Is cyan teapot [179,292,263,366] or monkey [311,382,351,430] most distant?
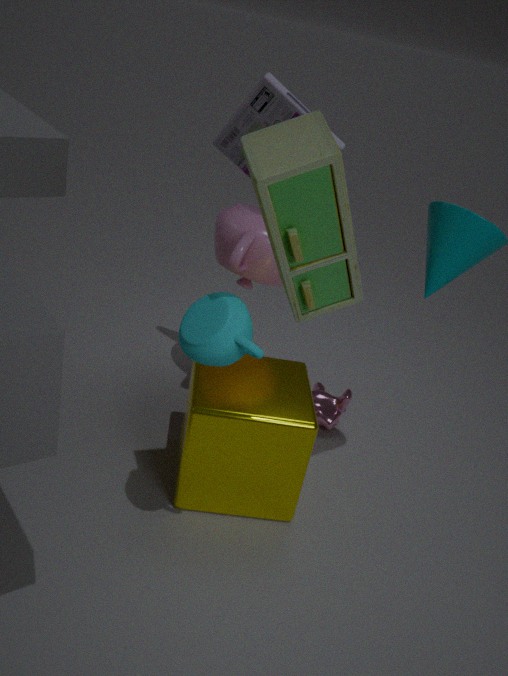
monkey [311,382,351,430]
